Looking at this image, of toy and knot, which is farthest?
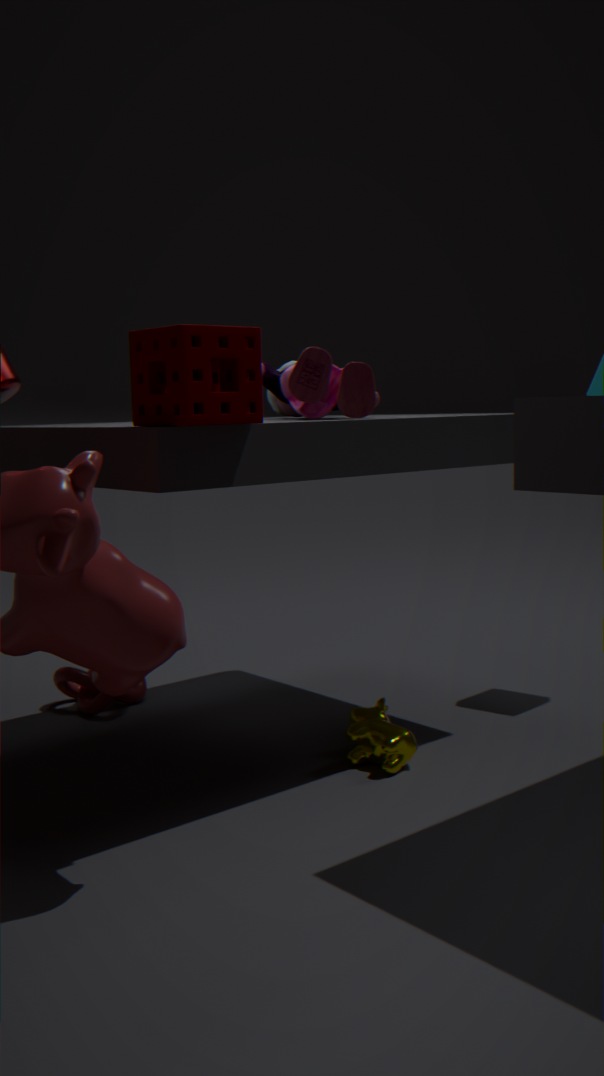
knot
